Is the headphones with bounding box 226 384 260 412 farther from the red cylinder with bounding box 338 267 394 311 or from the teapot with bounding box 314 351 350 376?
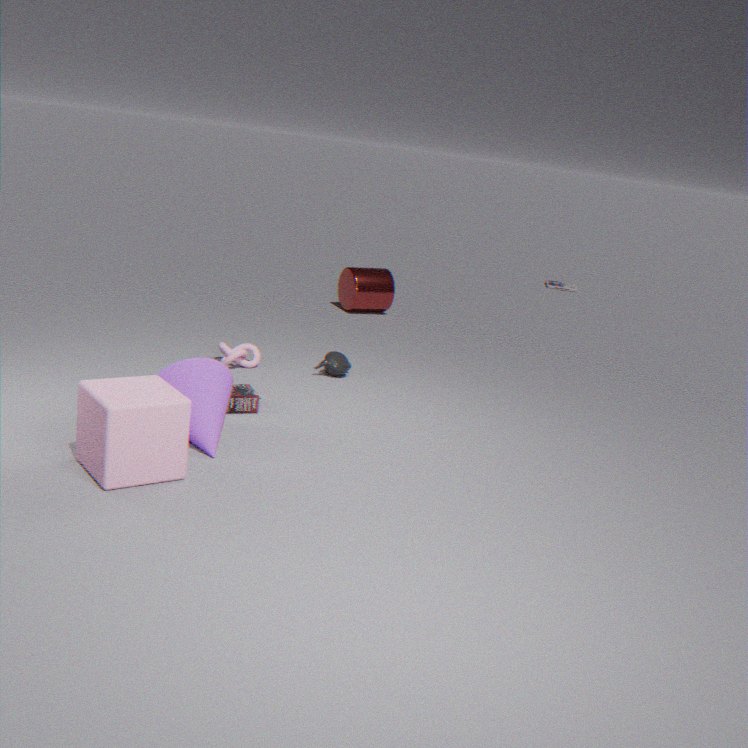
the red cylinder with bounding box 338 267 394 311
